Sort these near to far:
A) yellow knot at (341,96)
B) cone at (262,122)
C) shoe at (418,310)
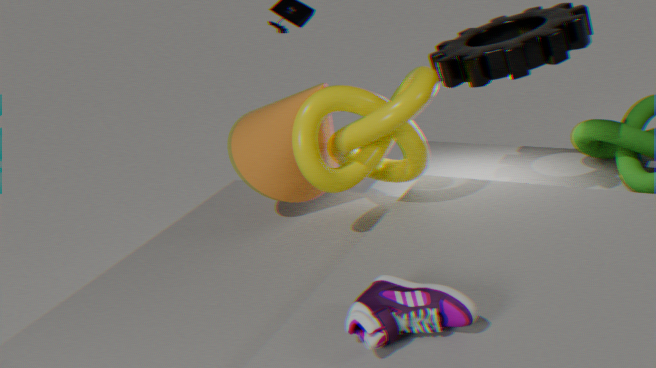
1. shoe at (418,310)
2. yellow knot at (341,96)
3. cone at (262,122)
